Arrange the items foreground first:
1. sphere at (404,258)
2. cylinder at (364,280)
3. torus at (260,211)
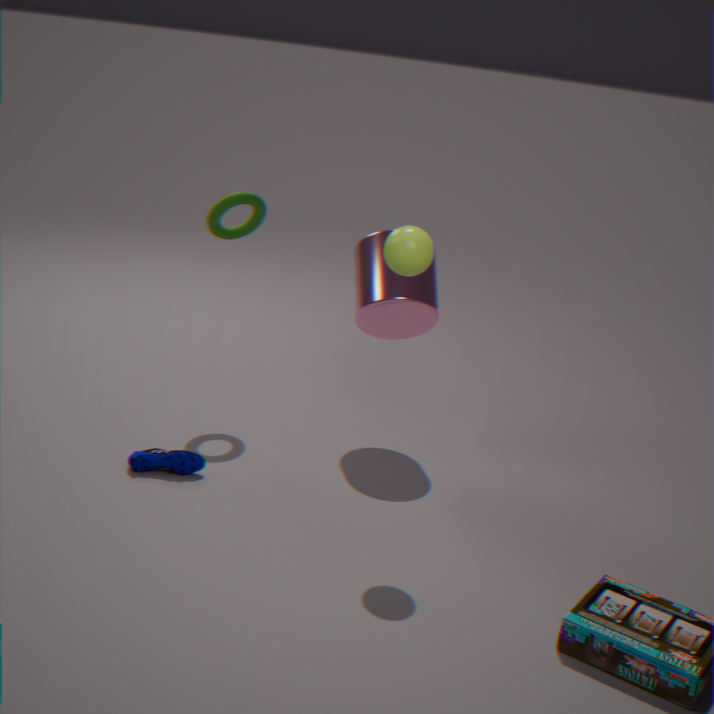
sphere at (404,258) → cylinder at (364,280) → torus at (260,211)
